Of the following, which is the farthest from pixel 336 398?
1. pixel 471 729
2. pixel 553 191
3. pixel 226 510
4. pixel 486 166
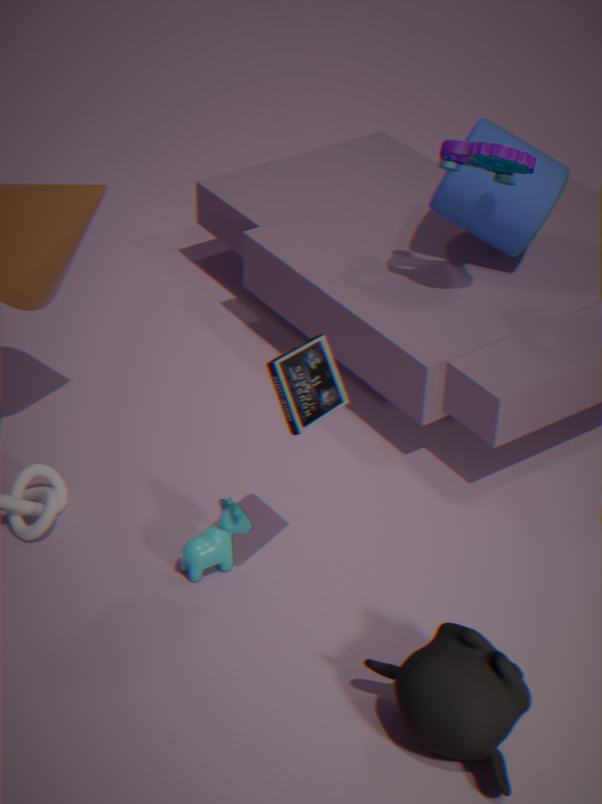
pixel 553 191
